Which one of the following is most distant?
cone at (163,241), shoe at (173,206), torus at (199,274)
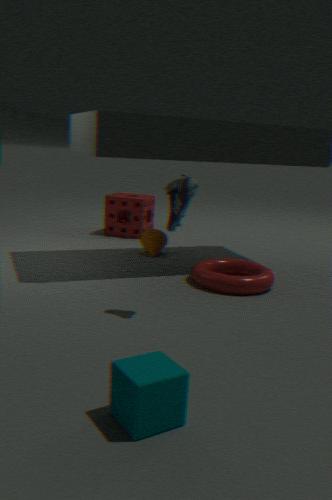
cone at (163,241)
